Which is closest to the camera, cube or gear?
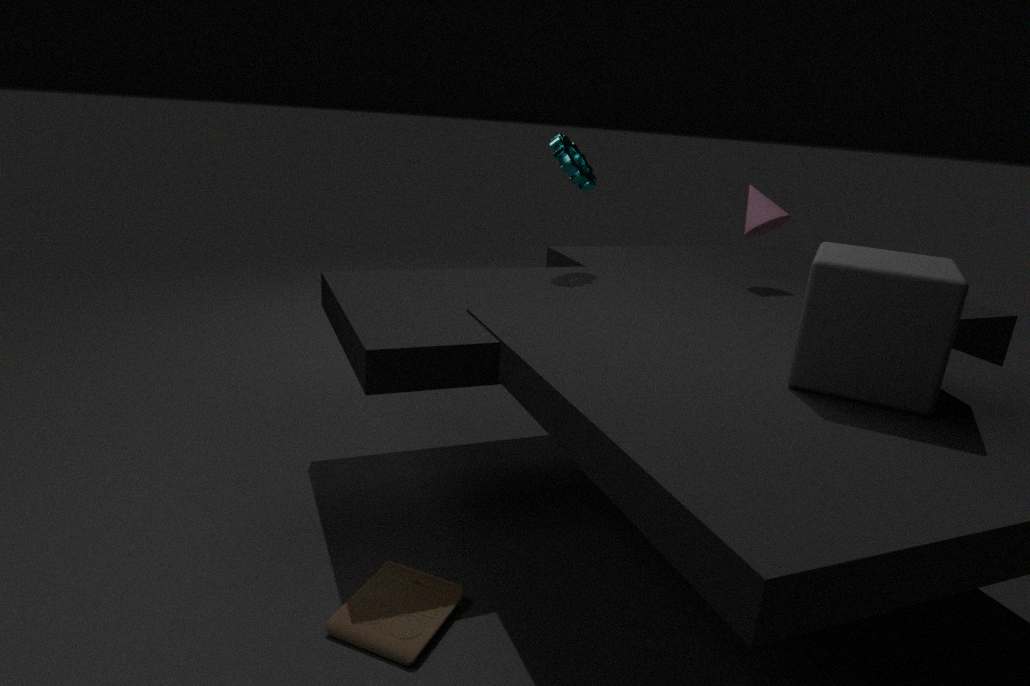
cube
